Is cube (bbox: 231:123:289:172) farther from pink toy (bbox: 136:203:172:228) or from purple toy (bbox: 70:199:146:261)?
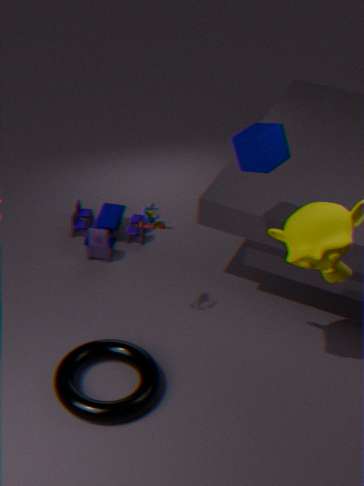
purple toy (bbox: 70:199:146:261)
